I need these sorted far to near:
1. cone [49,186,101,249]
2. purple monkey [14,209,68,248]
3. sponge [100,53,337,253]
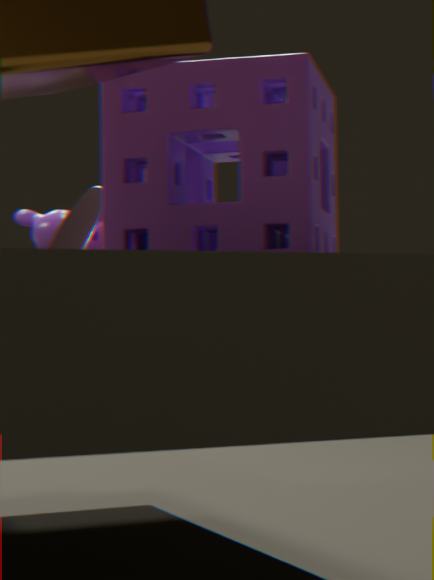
purple monkey [14,209,68,248], cone [49,186,101,249], sponge [100,53,337,253]
